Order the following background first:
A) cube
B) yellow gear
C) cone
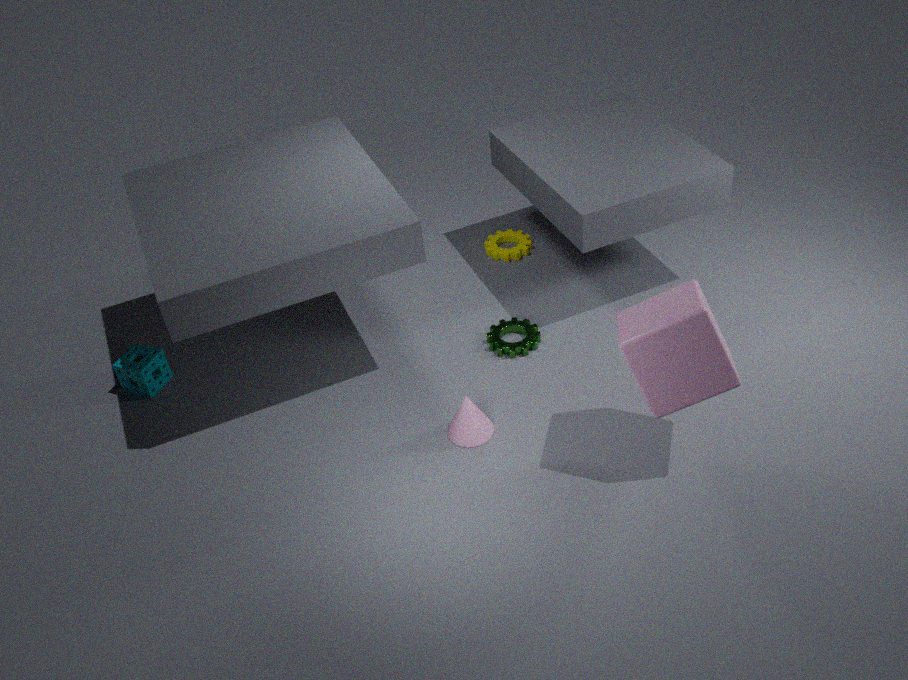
yellow gear < cone < cube
